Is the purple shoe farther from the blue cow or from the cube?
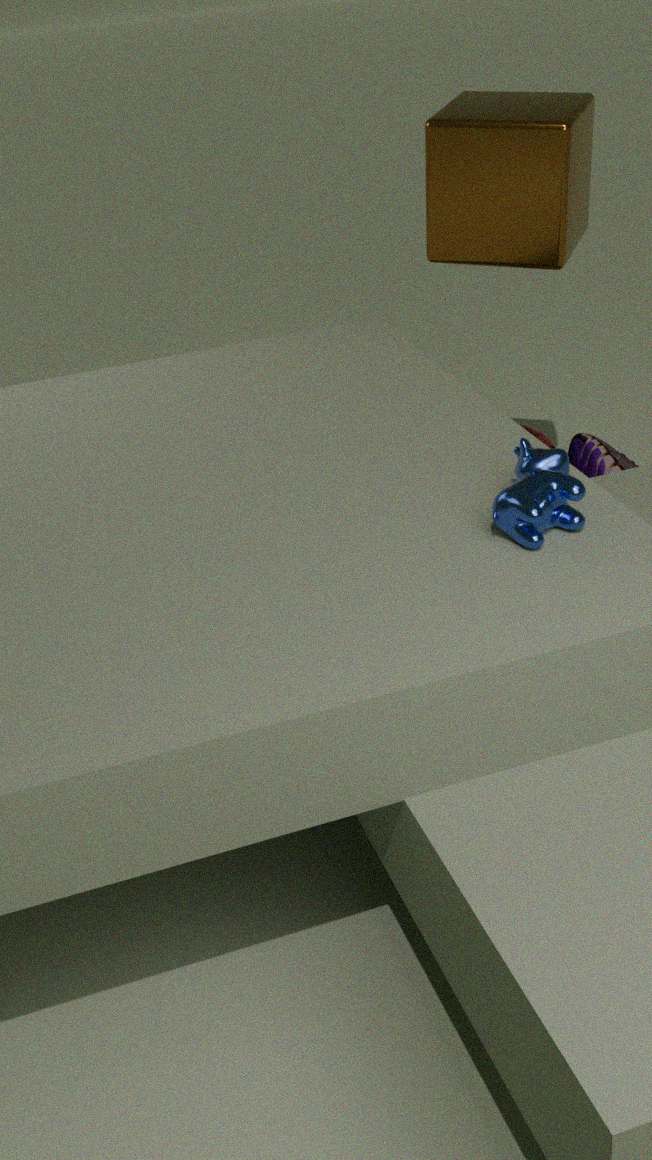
the blue cow
